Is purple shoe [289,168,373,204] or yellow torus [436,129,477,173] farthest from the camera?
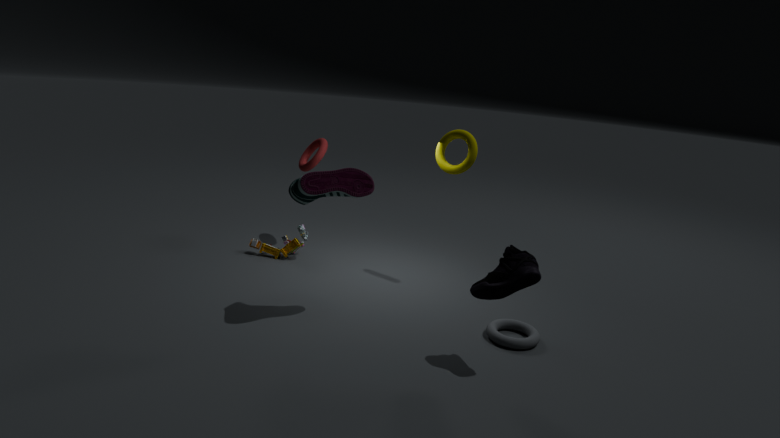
yellow torus [436,129,477,173]
